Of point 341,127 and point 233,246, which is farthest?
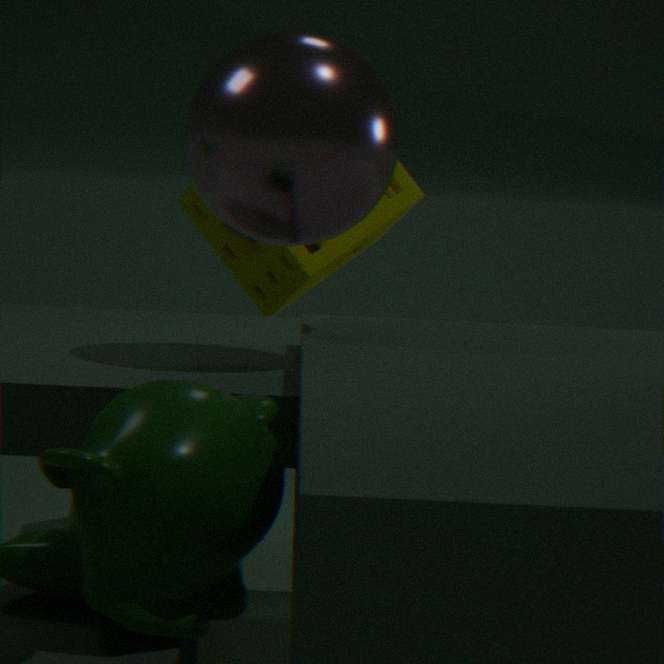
point 233,246
